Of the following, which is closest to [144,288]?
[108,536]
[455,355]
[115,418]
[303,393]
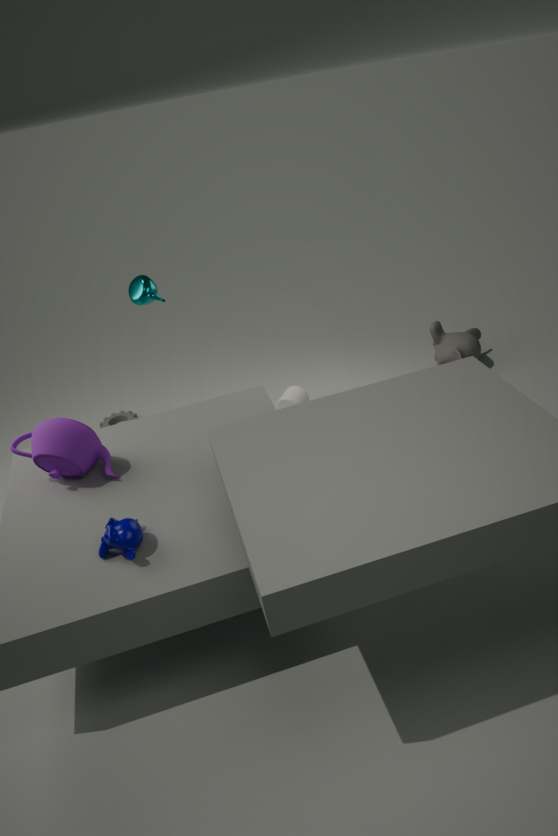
[303,393]
